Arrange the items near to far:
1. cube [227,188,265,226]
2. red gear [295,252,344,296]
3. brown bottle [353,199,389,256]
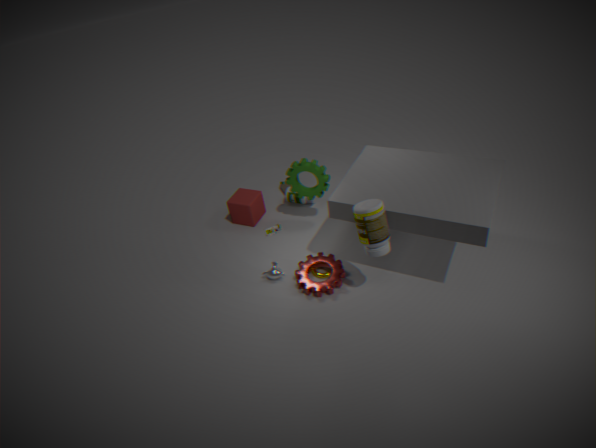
brown bottle [353,199,389,256], red gear [295,252,344,296], cube [227,188,265,226]
